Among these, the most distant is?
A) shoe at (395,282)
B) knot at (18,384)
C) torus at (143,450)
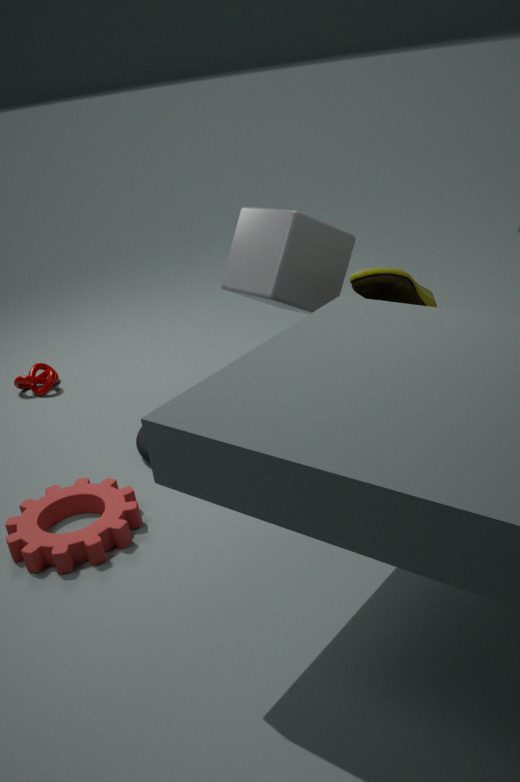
knot at (18,384)
